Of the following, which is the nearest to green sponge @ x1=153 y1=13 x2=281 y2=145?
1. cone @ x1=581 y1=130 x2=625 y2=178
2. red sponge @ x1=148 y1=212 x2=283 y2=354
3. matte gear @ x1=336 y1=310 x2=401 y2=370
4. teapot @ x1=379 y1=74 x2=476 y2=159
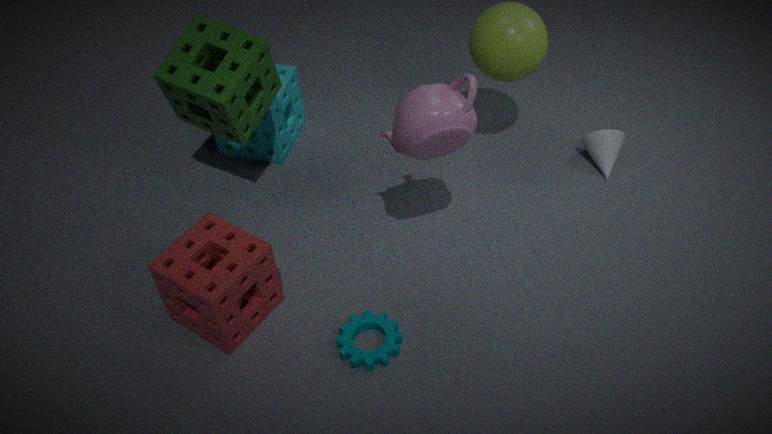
red sponge @ x1=148 y1=212 x2=283 y2=354
